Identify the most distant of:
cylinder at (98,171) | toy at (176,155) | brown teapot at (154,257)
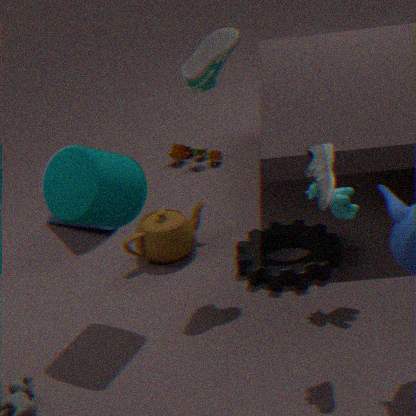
toy at (176,155)
